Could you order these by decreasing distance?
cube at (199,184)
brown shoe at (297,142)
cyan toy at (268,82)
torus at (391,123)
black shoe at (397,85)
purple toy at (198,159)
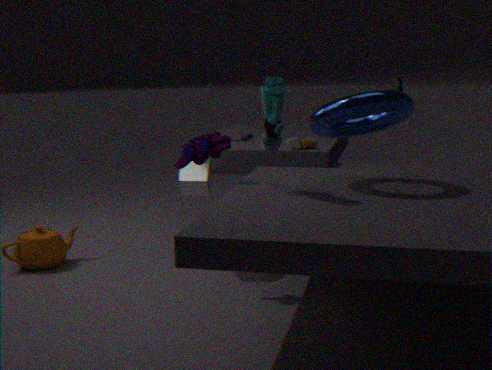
black shoe at (397,85), brown shoe at (297,142), cube at (199,184), purple toy at (198,159), torus at (391,123), cyan toy at (268,82)
